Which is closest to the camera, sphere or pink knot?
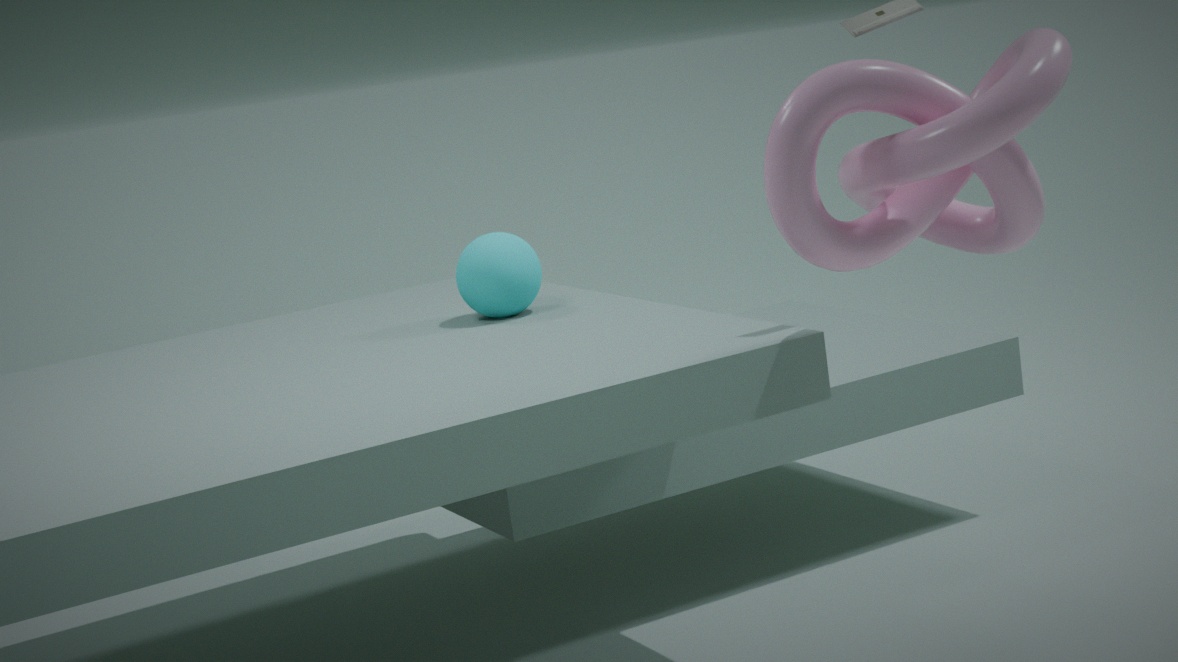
pink knot
